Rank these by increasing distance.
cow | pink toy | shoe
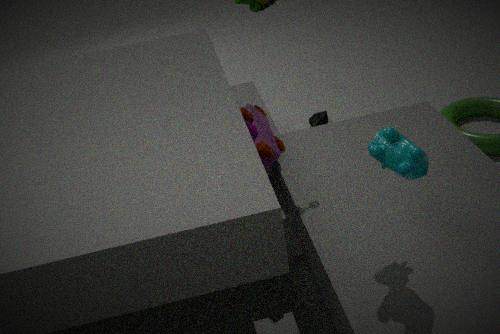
cow → pink toy → shoe
